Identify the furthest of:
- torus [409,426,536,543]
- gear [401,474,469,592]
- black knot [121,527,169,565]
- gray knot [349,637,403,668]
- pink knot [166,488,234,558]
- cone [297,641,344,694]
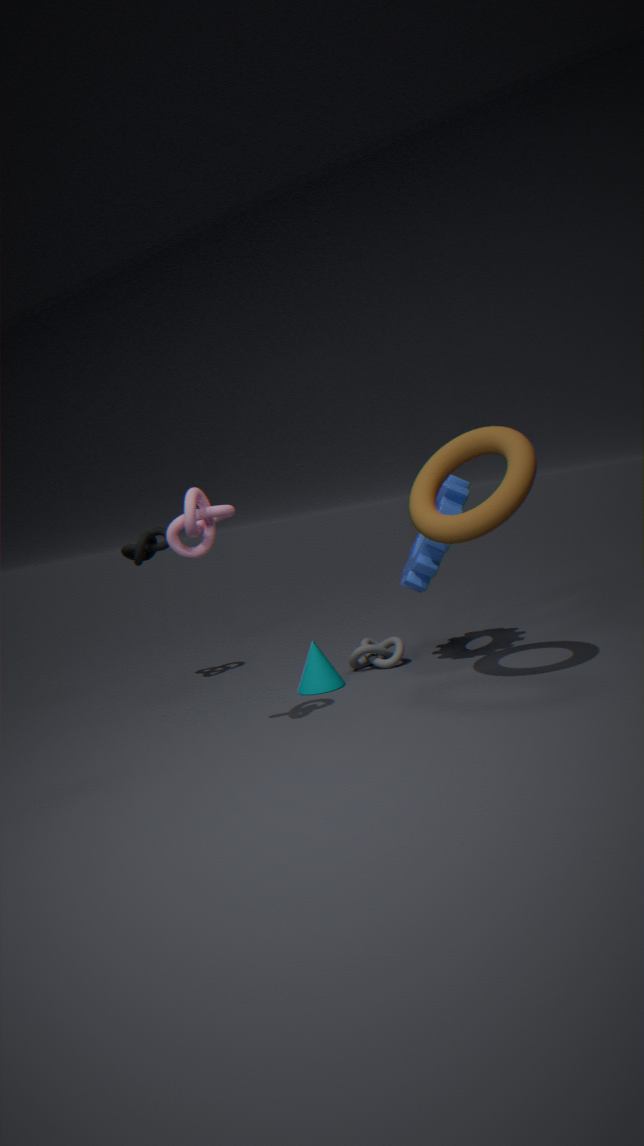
black knot [121,527,169,565]
